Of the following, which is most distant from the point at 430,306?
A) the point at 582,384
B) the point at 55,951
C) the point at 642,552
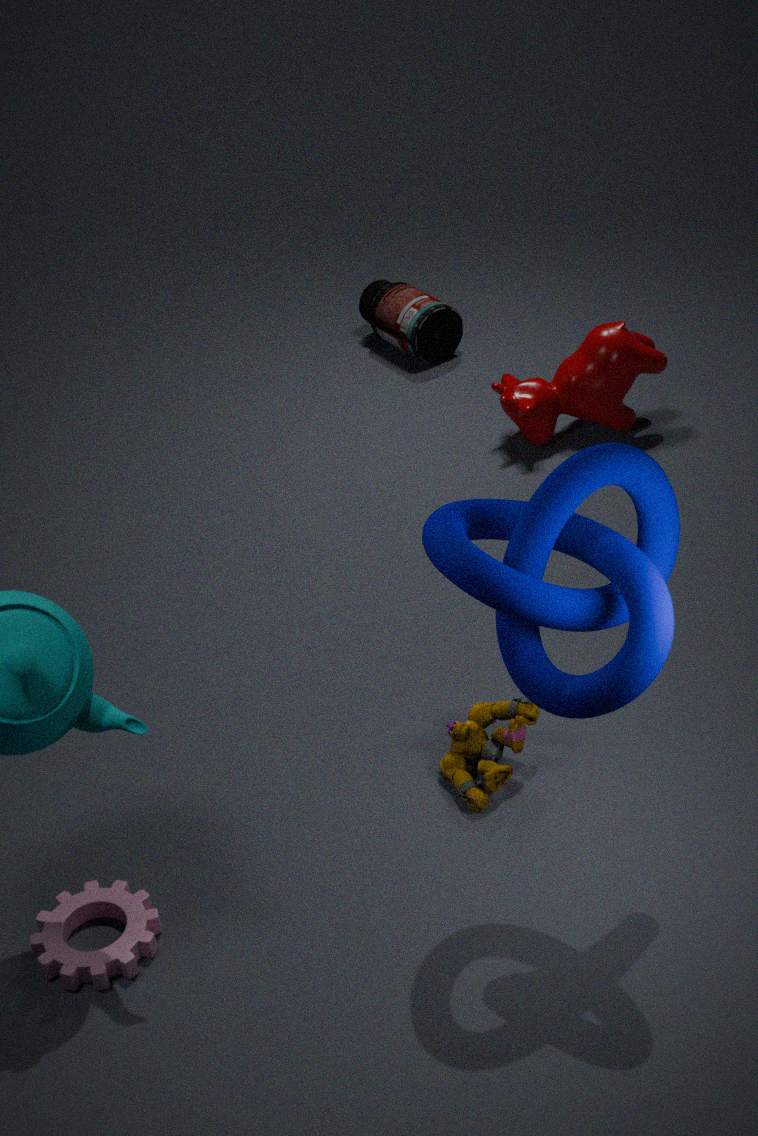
the point at 55,951
